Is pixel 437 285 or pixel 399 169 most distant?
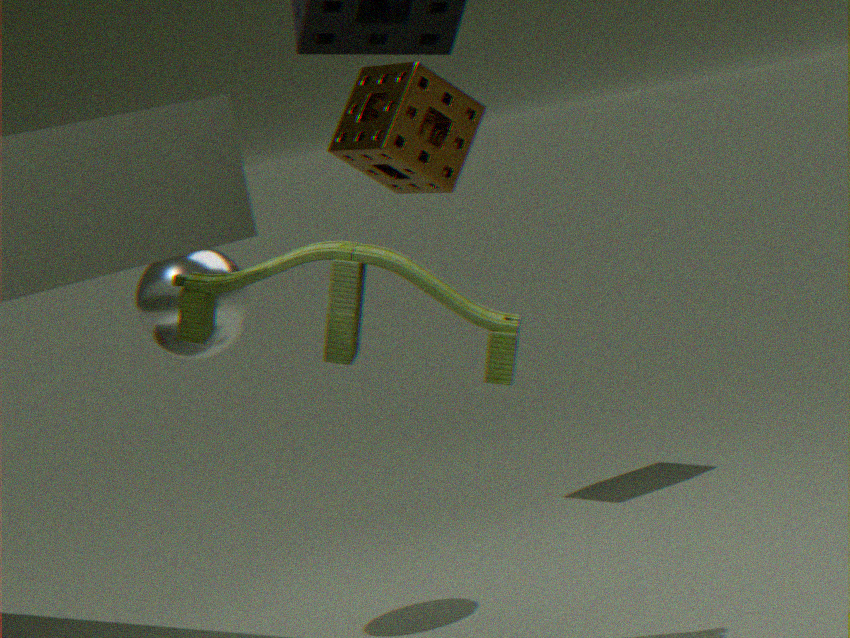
pixel 399 169
